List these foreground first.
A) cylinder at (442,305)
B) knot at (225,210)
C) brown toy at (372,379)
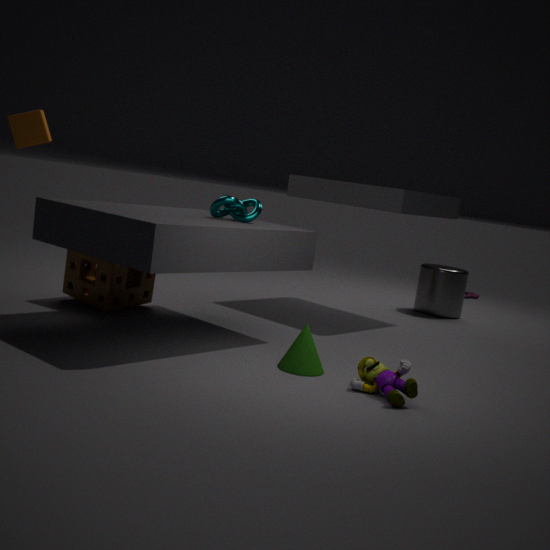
1. brown toy at (372,379)
2. knot at (225,210)
3. cylinder at (442,305)
